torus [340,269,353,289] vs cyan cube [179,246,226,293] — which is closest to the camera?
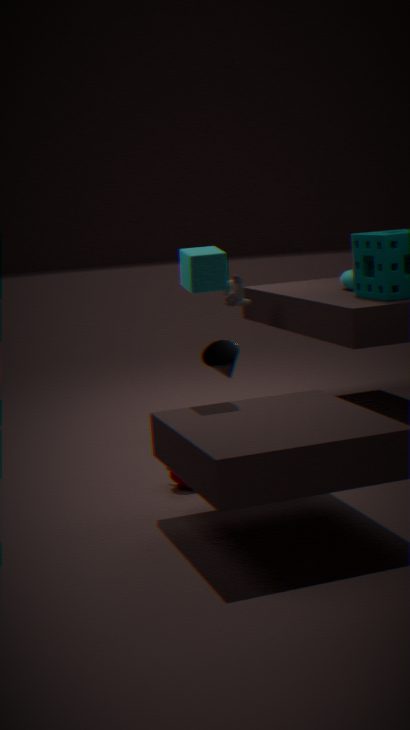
cyan cube [179,246,226,293]
